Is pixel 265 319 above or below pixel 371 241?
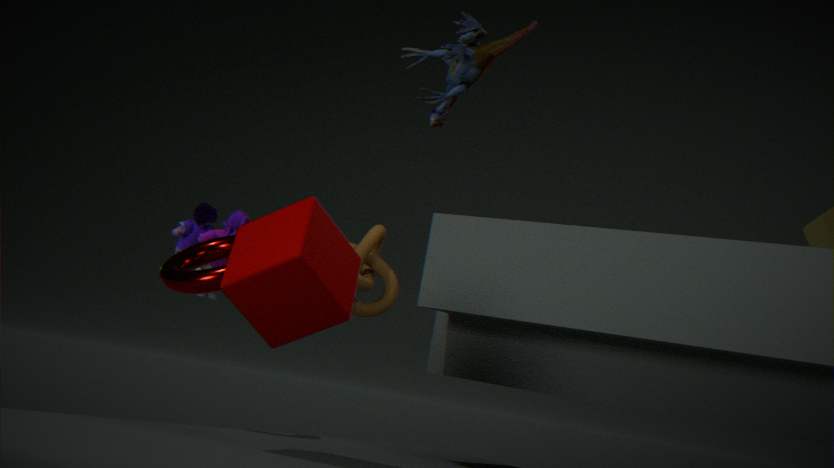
below
